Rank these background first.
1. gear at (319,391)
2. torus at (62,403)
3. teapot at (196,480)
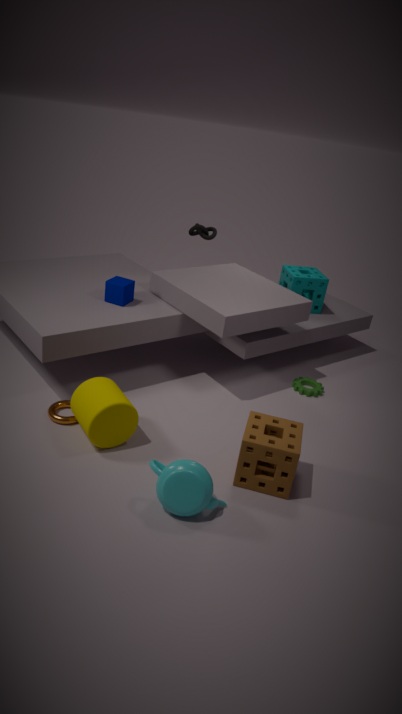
gear at (319,391), torus at (62,403), teapot at (196,480)
